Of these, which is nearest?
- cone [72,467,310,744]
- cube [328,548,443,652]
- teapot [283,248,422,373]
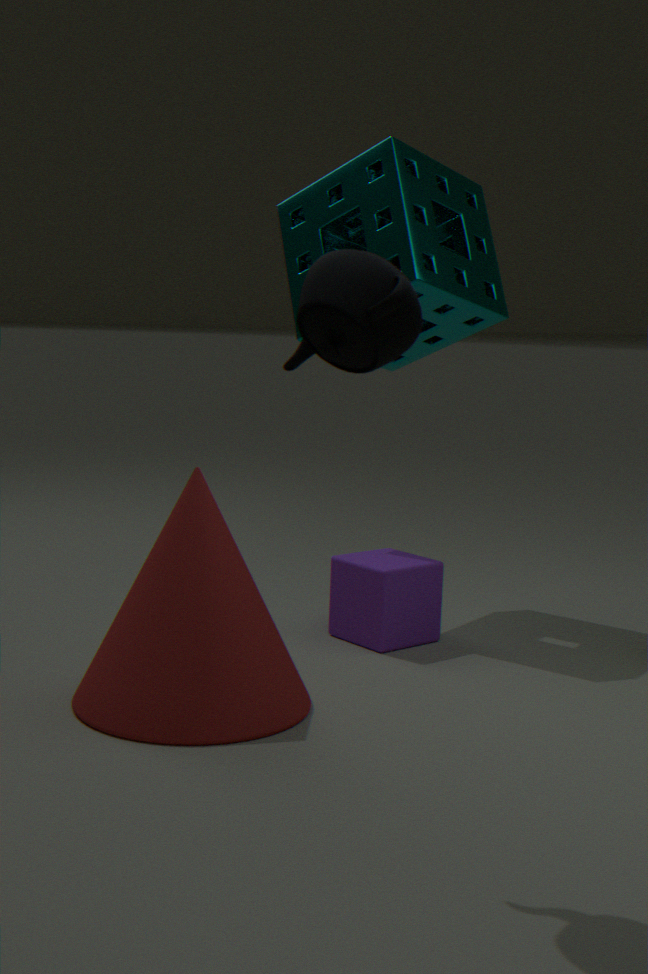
teapot [283,248,422,373]
